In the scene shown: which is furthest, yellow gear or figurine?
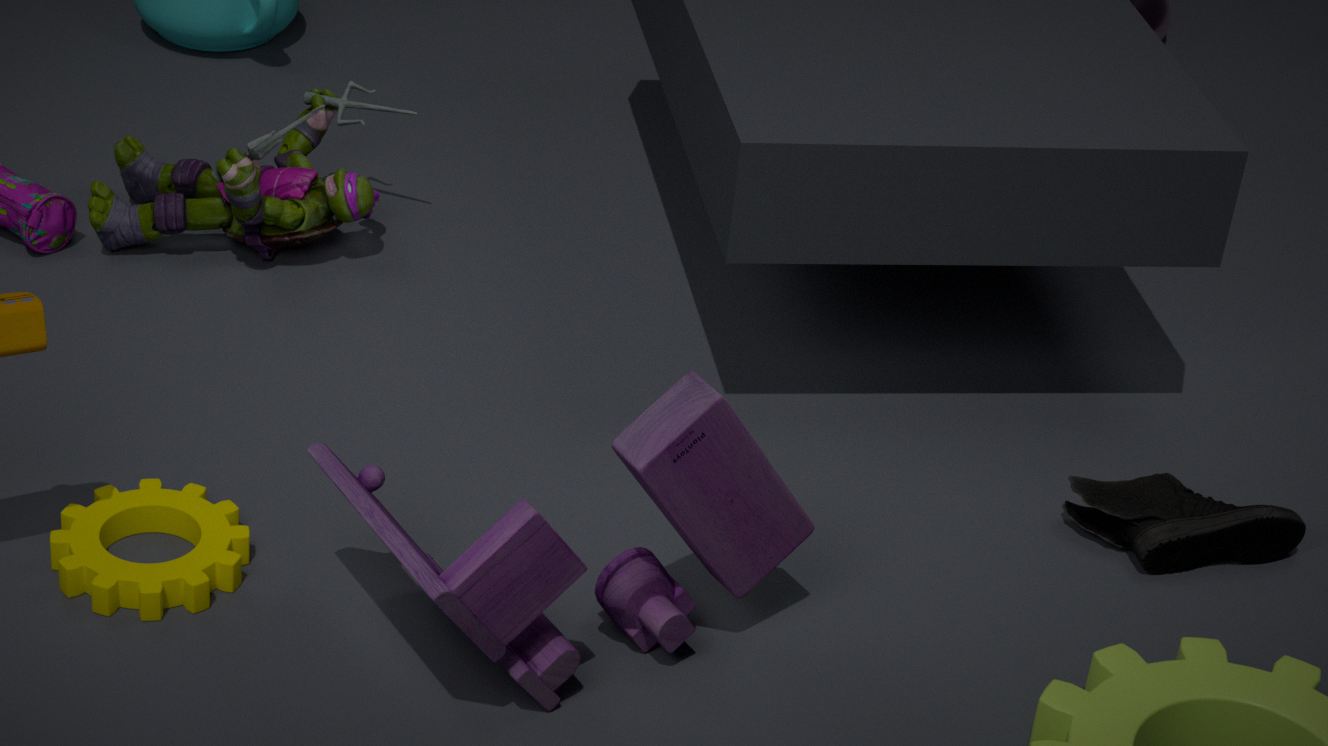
figurine
